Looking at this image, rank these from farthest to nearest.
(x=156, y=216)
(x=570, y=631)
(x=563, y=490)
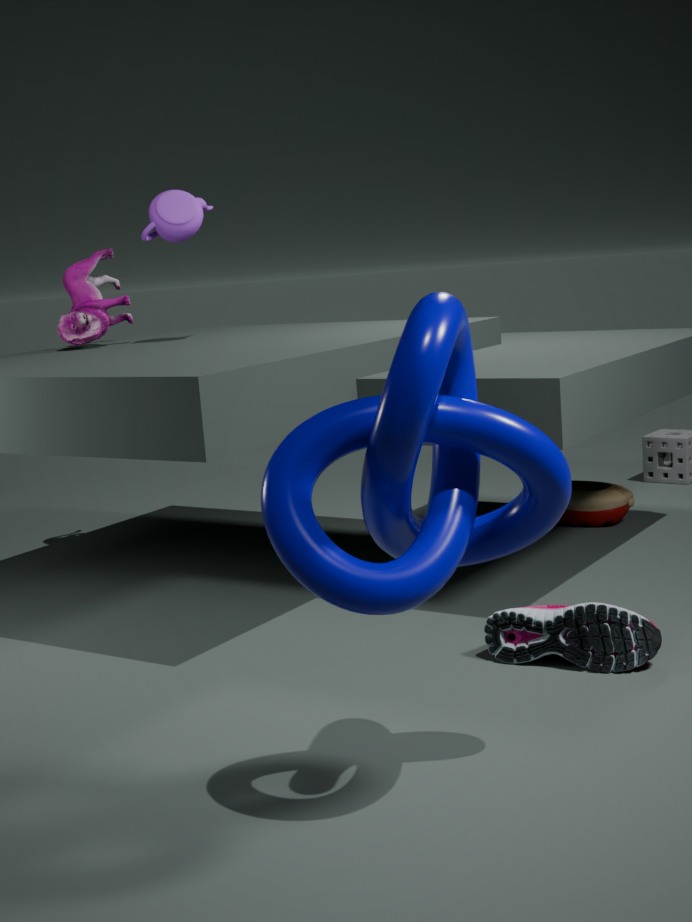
(x=156, y=216) < (x=570, y=631) < (x=563, y=490)
